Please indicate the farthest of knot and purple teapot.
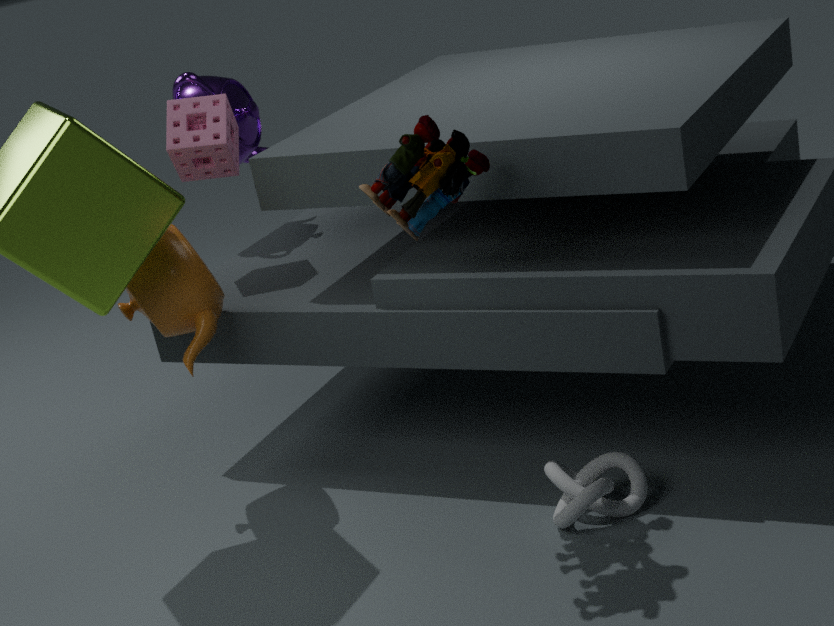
purple teapot
